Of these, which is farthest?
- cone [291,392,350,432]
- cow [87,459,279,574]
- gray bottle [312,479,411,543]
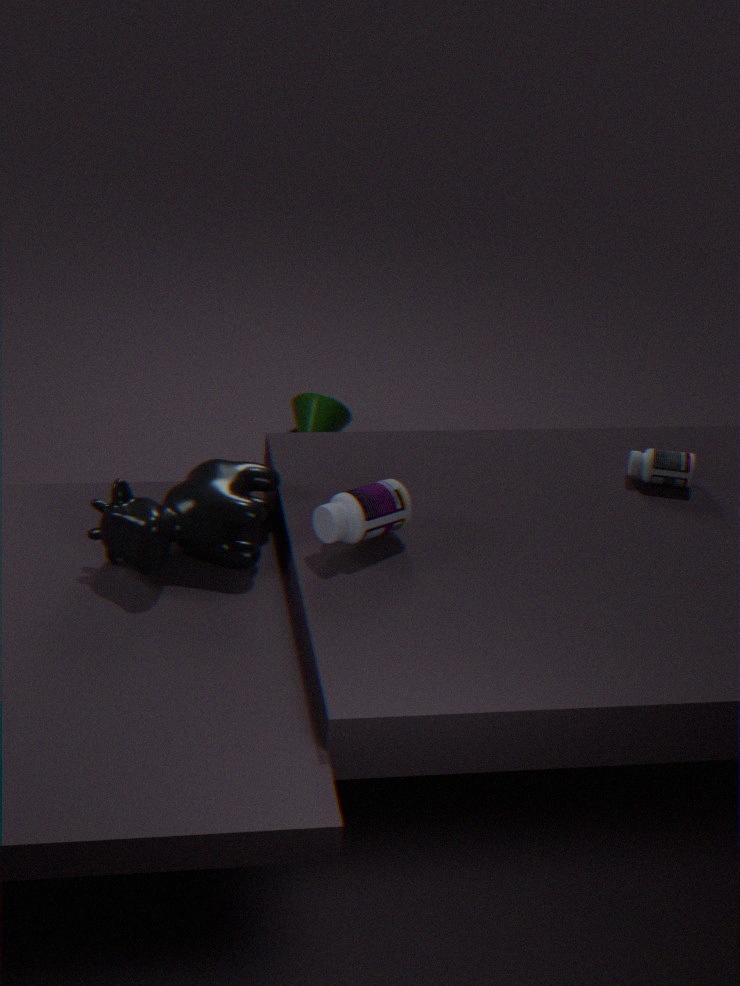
cone [291,392,350,432]
